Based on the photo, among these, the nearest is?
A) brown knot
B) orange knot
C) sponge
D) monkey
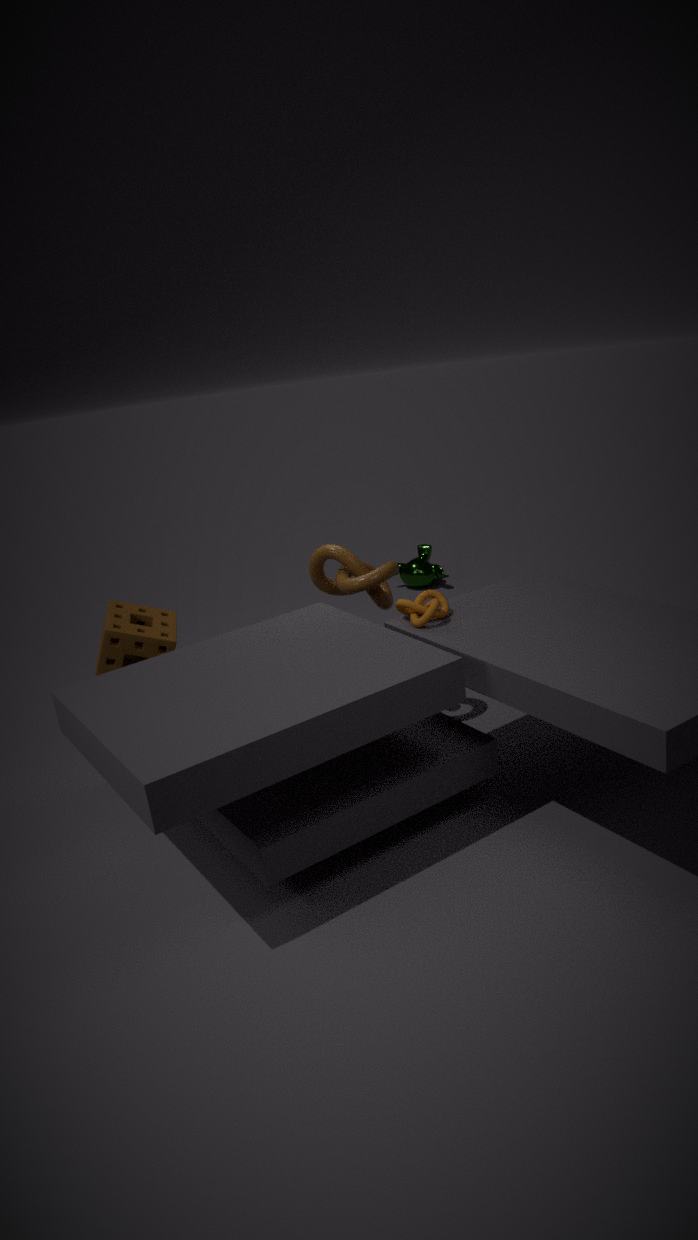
orange knot
